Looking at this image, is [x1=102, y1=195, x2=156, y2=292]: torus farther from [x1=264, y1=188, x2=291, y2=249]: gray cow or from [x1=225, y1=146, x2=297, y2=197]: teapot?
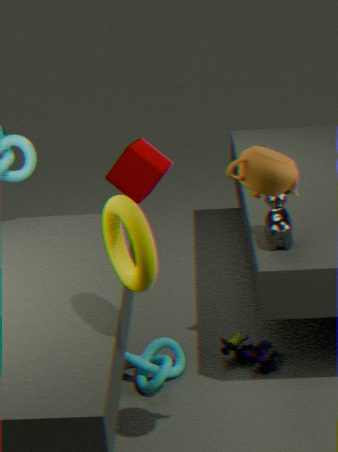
[x1=264, y1=188, x2=291, y2=249]: gray cow
